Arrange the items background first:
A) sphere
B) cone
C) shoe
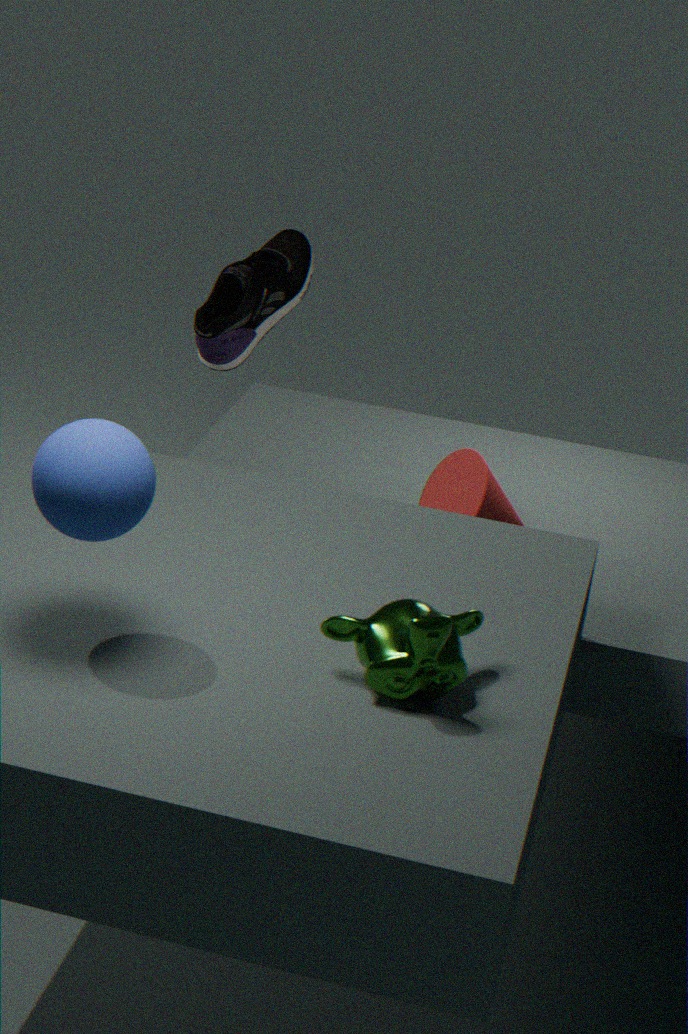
1. shoe
2. cone
3. sphere
